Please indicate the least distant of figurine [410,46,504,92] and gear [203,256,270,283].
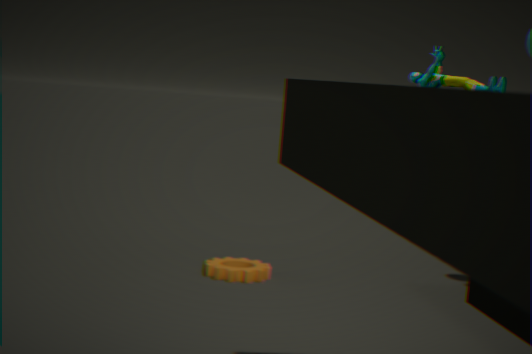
figurine [410,46,504,92]
